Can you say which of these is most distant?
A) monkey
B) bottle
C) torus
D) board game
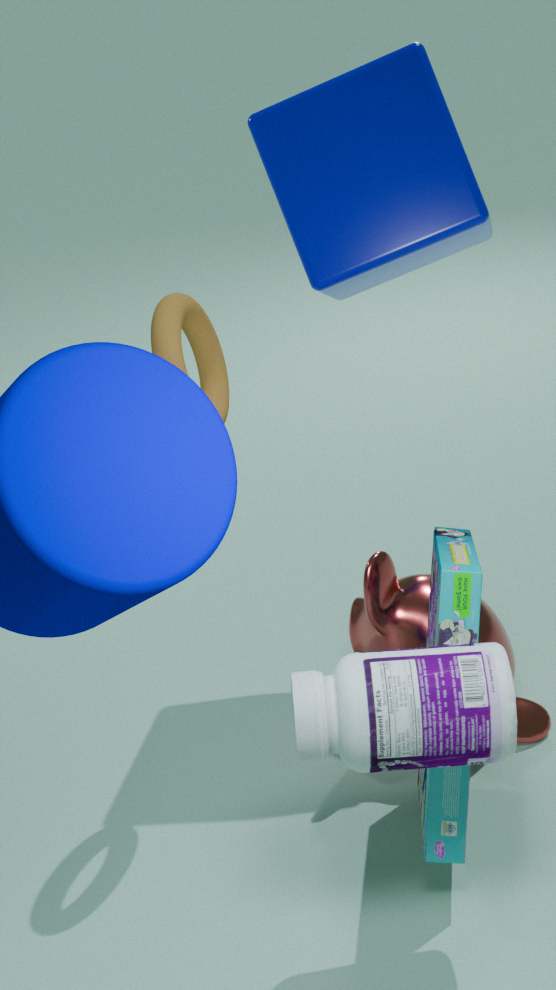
monkey
